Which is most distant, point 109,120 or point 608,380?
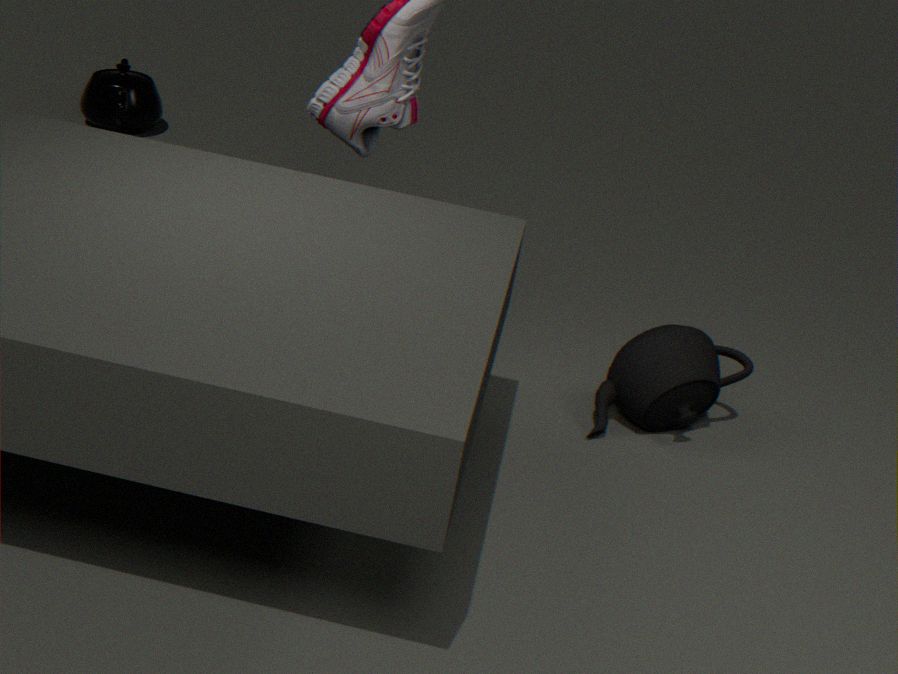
point 109,120
